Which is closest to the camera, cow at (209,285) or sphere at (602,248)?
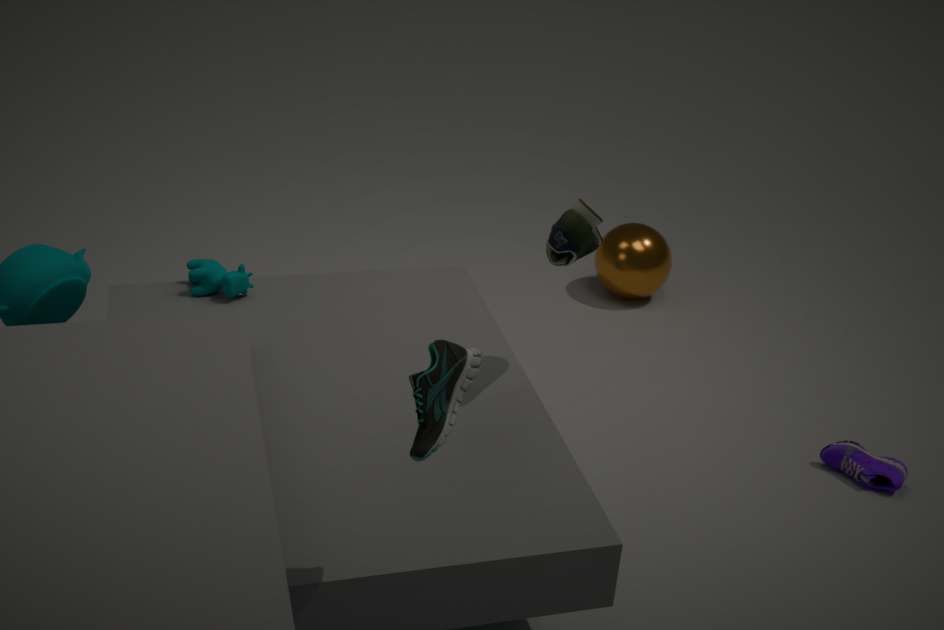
cow at (209,285)
